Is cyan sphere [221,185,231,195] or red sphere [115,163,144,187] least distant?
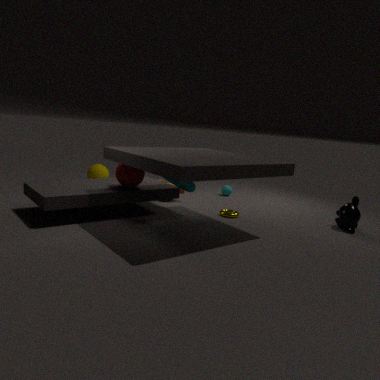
red sphere [115,163,144,187]
